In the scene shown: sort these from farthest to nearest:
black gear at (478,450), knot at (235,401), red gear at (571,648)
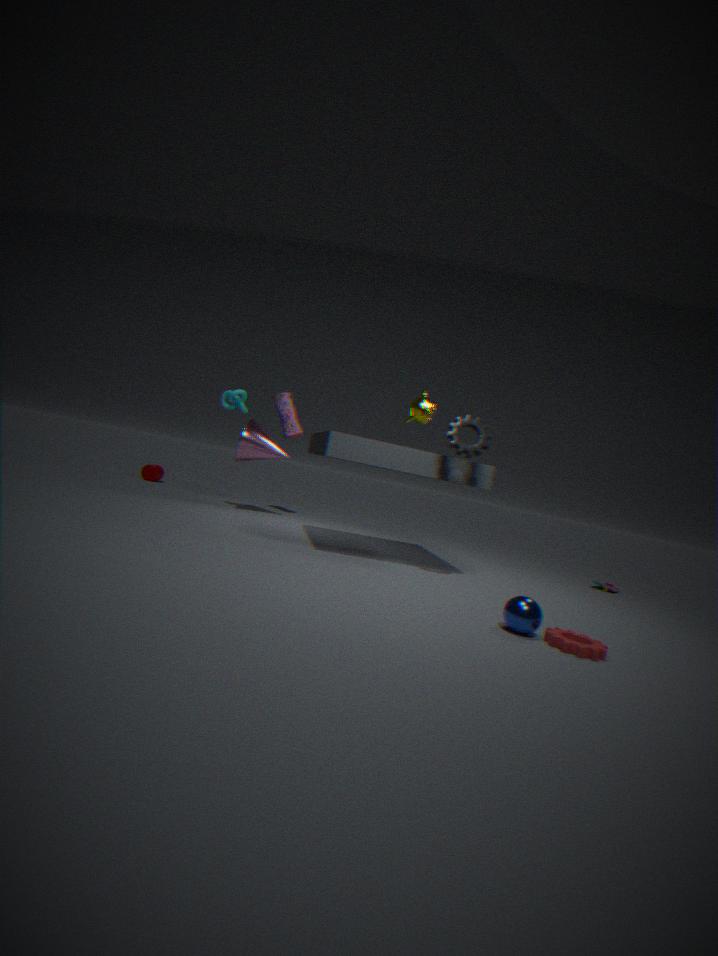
knot at (235,401)
black gear at (478,450)
red gear at (571,648)
